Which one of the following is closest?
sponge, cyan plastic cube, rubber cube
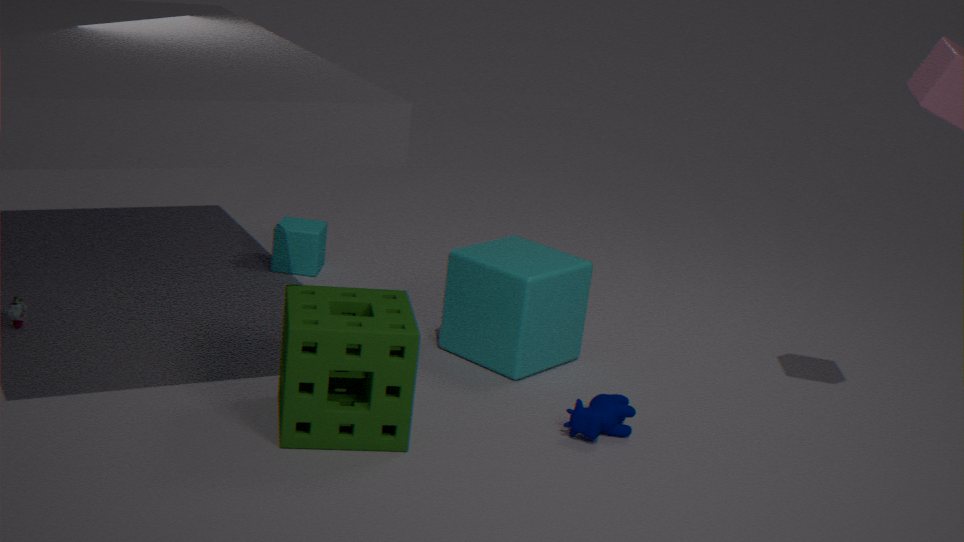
sponge
